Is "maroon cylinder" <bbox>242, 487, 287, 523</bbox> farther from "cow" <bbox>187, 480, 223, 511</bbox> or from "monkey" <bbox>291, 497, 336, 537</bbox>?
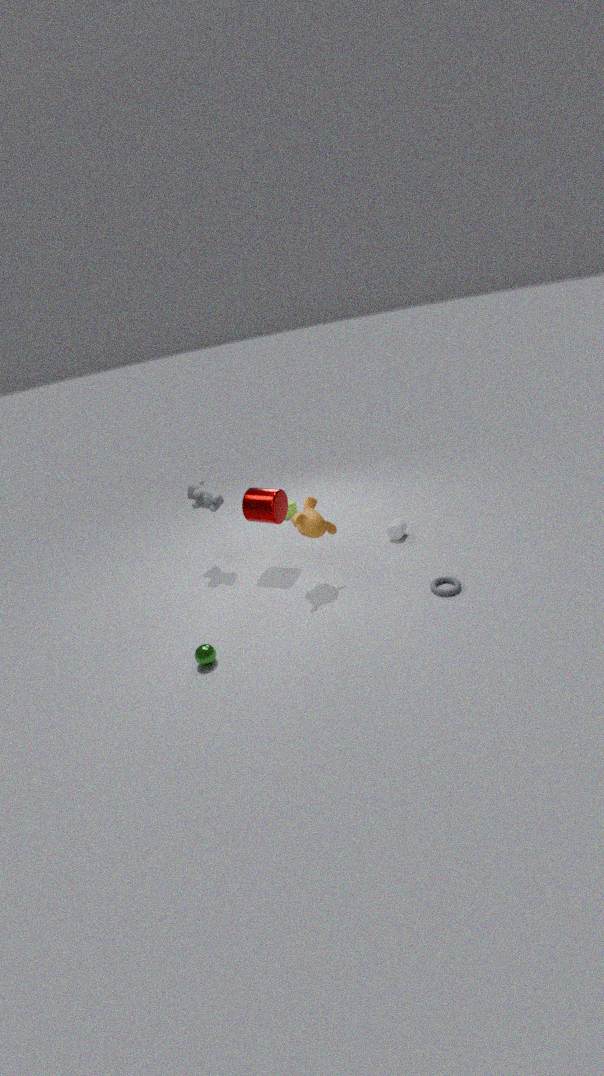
"cow" <bbox>187, 480, 223, 511</bbox>
